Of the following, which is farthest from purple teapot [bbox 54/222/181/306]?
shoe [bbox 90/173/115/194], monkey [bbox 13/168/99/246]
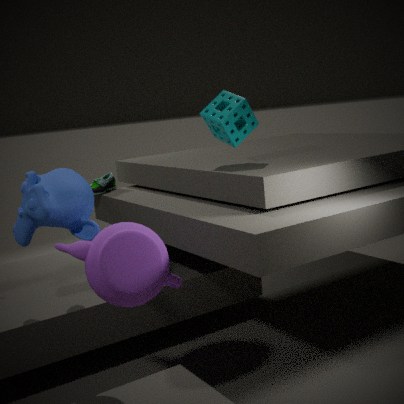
shoe [bbox 90/173/115/194]
